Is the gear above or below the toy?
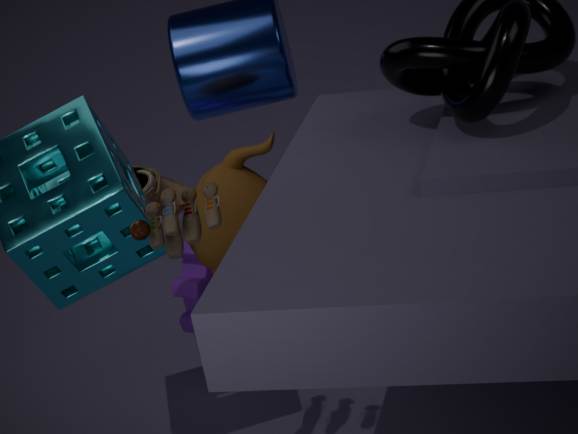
below
